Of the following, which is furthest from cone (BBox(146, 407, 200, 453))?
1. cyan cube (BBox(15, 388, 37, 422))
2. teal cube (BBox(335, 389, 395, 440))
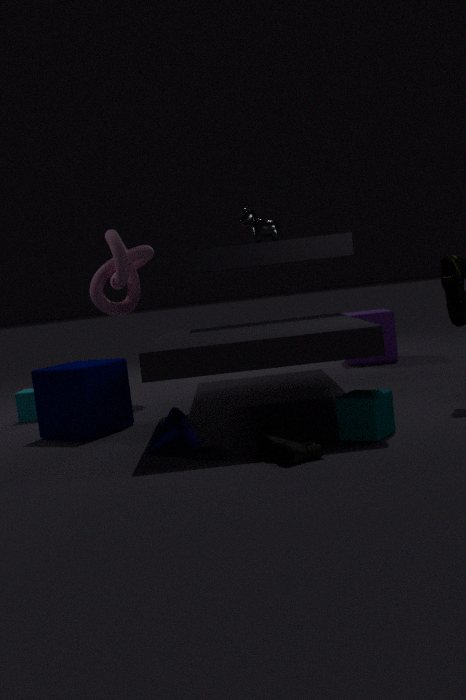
cyan cube (BBox(15, 388, 37, 422))
